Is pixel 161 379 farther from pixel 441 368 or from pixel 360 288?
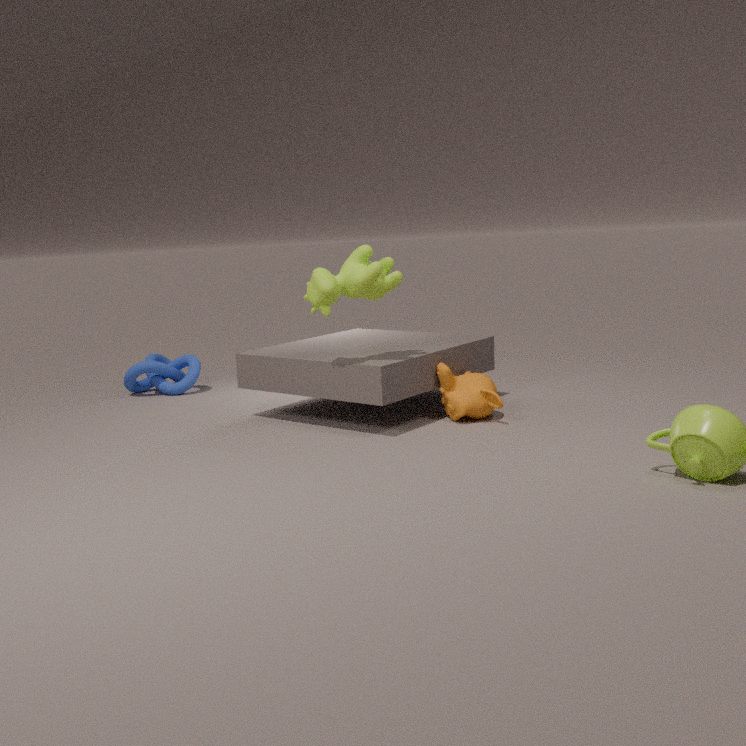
pixel 441 368
